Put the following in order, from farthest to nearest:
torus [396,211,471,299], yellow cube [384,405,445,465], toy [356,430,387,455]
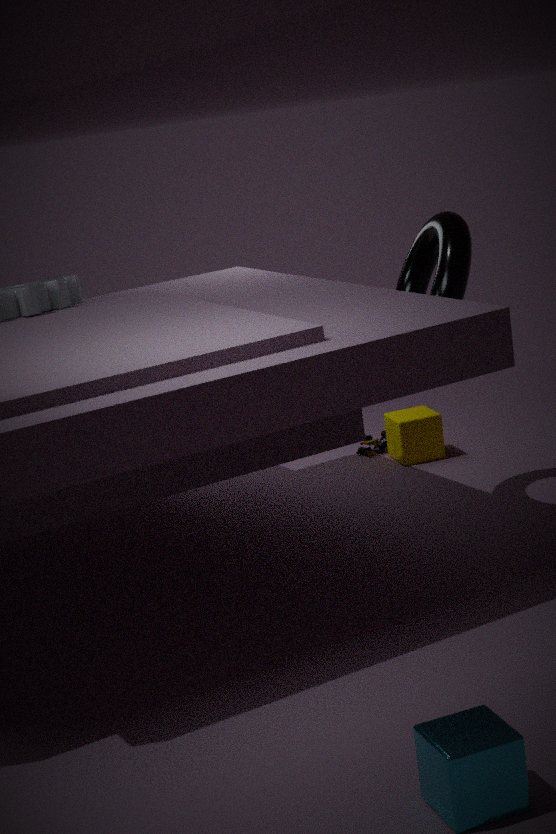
toy [356,430,387,455]
yellow cube [384,405,445,465]
torus [396,211,471,299]
